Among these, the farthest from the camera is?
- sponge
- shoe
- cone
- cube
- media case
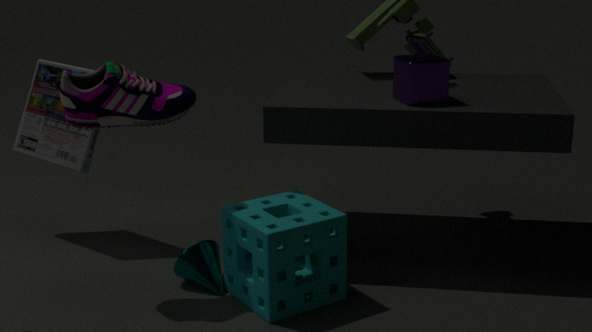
media case
